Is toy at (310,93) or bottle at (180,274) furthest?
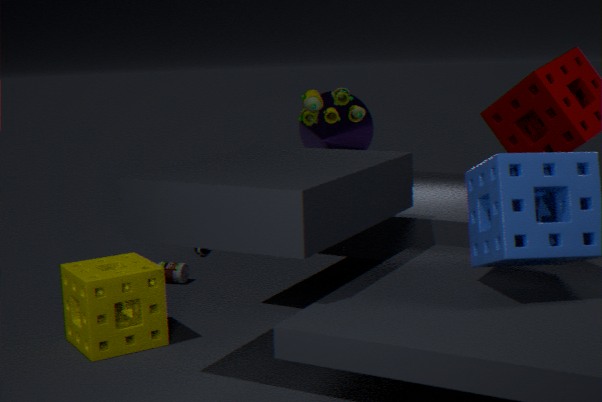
bottle at (180,274)
